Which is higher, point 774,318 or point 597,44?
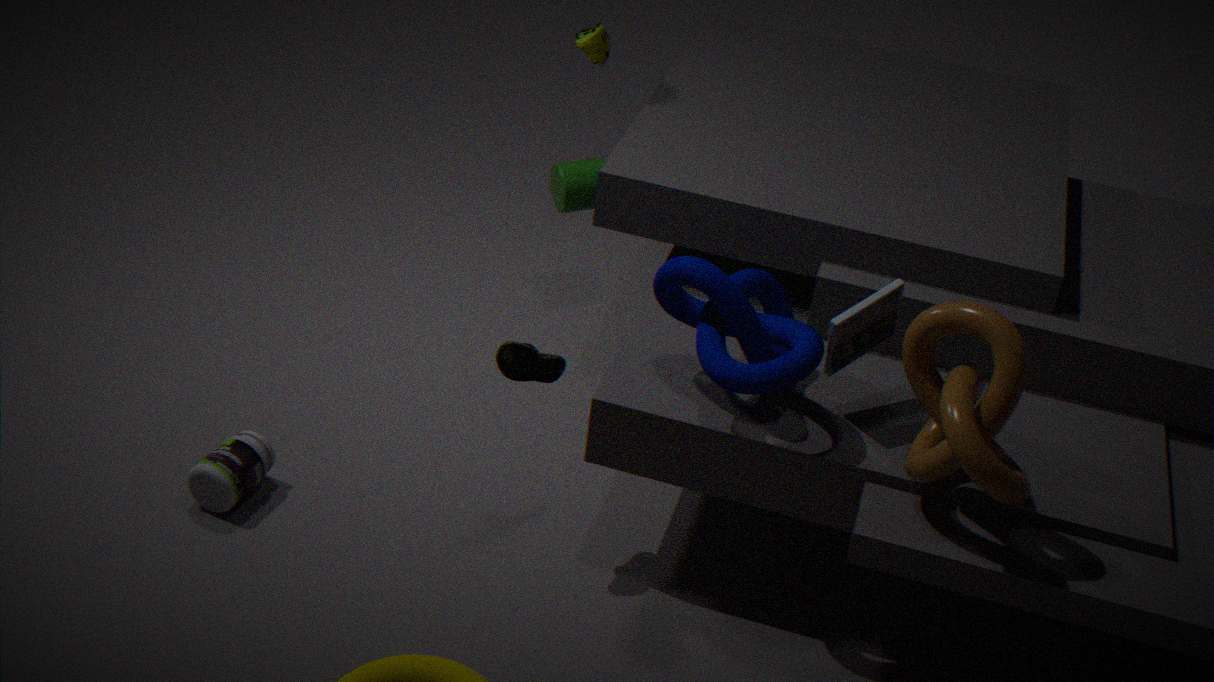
point 597,44
